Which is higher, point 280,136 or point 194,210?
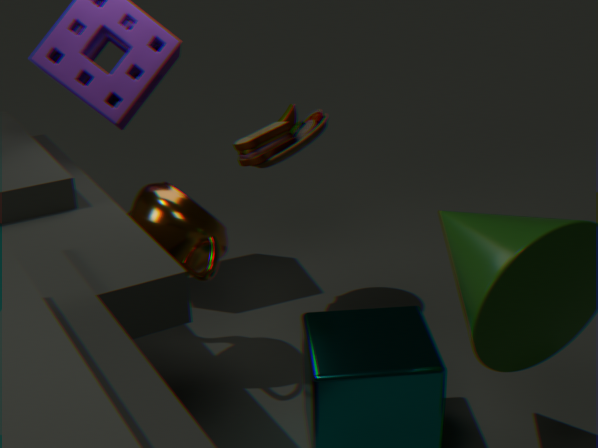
point 280,136
